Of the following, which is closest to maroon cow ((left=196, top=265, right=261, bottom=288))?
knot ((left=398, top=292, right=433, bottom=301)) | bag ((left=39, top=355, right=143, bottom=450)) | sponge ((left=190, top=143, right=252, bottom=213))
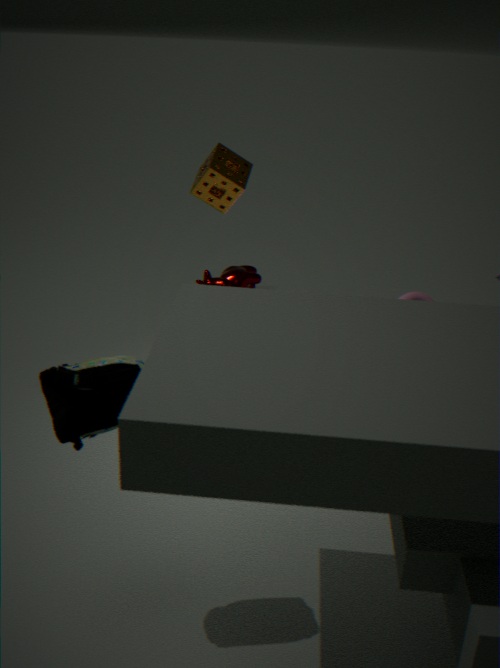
knot ((left=398, top=292, right=433, bottom=301))
